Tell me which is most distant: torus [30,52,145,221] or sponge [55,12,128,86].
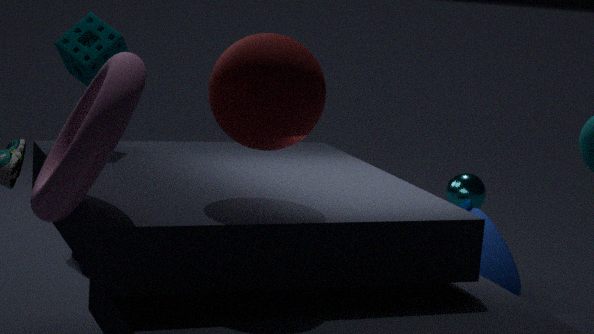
sponge [55,12,128,86]
